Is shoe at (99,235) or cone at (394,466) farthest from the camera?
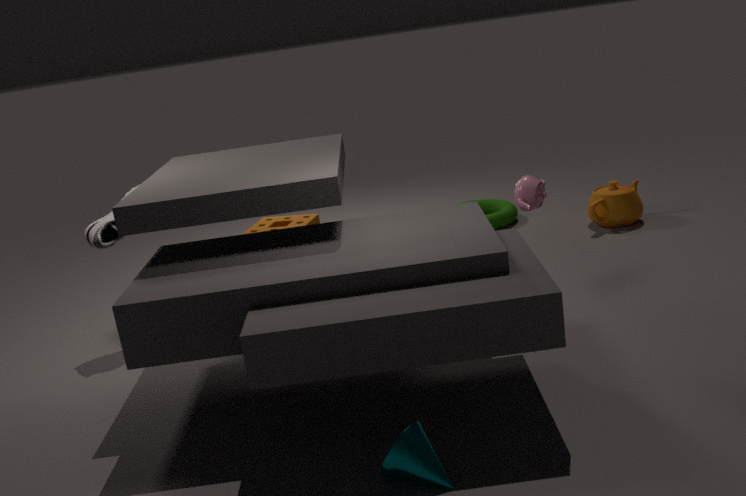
Answer: shoe at (99,235)
